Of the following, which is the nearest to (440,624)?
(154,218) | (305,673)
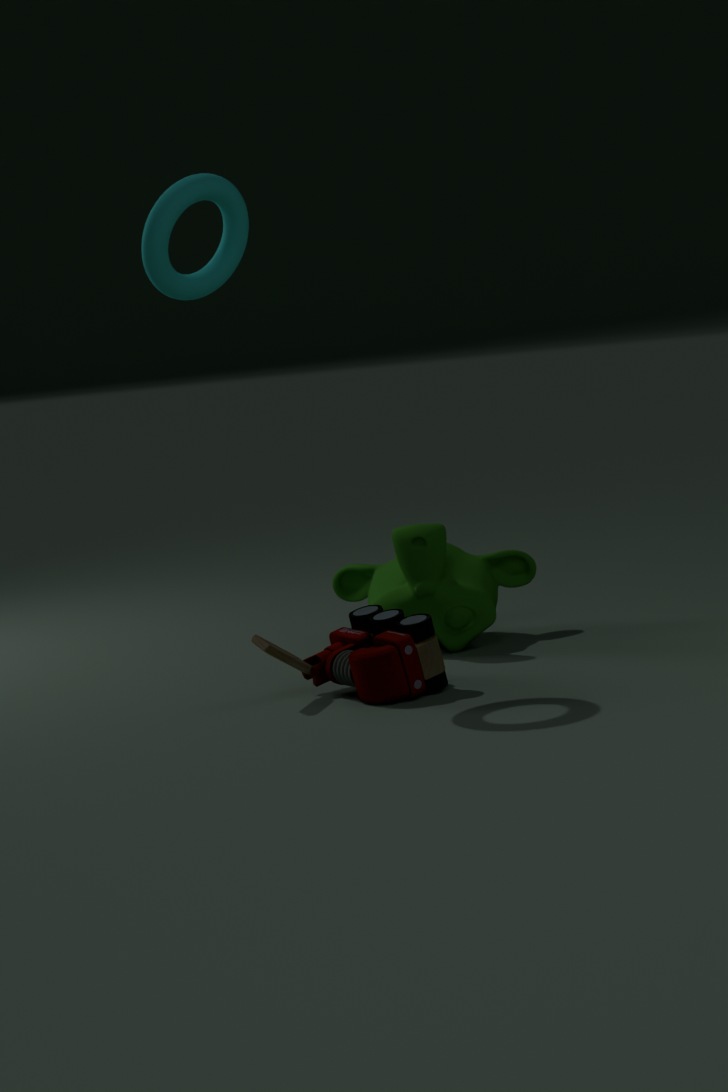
(305,673)
